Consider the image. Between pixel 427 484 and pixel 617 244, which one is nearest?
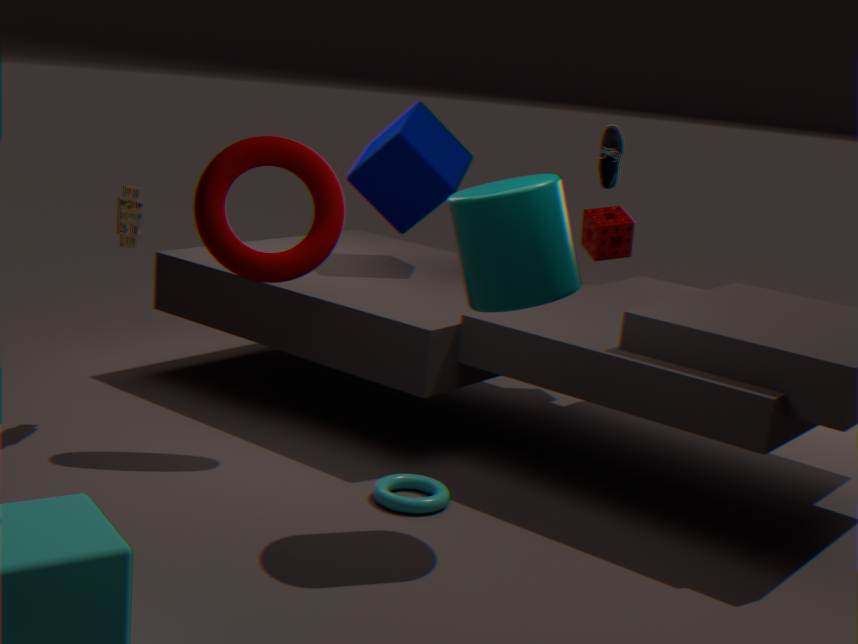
pixel 427 484
